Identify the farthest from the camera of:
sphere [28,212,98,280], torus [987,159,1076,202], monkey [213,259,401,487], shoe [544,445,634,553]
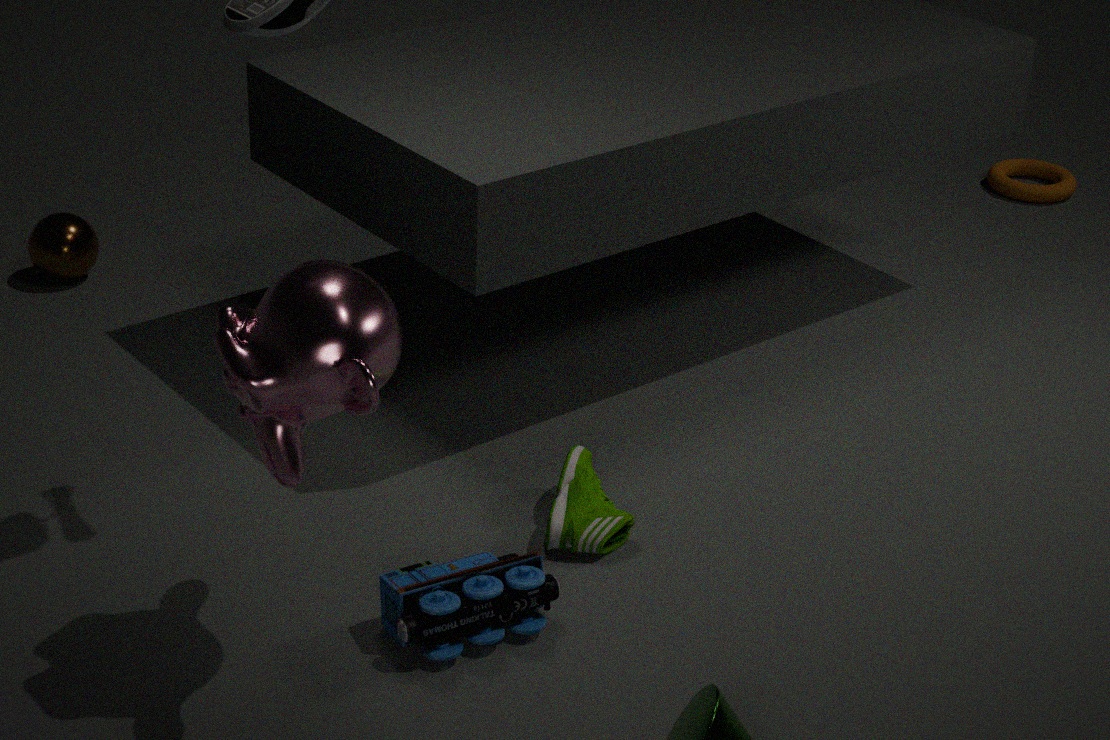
torus [987,159,1076,202]
